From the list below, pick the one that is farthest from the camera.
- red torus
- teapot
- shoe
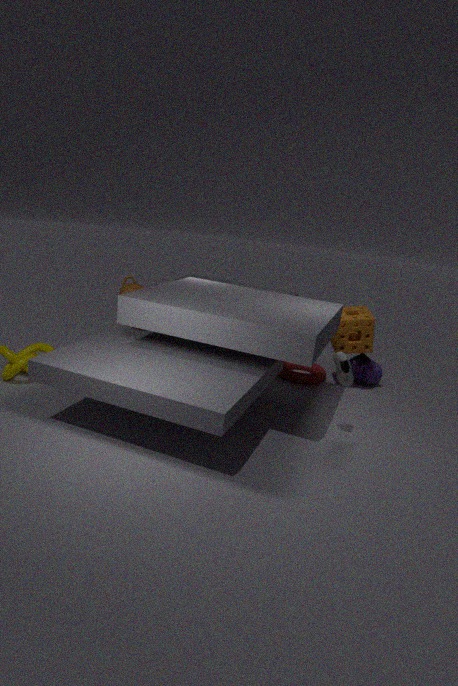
red torus
